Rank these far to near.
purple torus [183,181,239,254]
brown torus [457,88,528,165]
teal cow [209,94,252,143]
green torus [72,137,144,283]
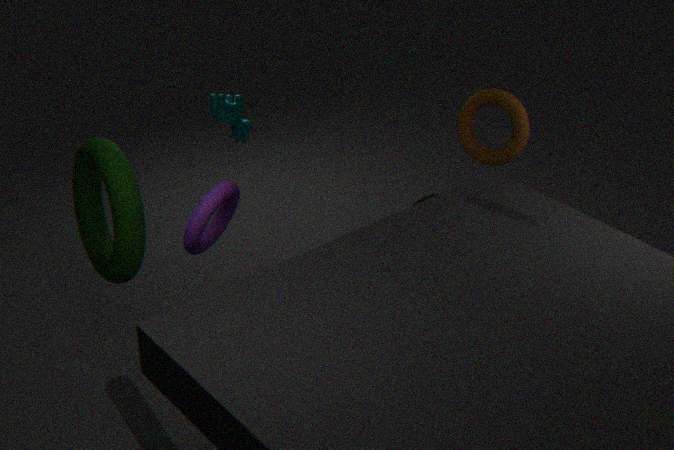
teal cow [209,94,252,143] < brown torus [457,88,528,165] < green torus [72,137,144,283] < purple torus [183,181,239,254]
